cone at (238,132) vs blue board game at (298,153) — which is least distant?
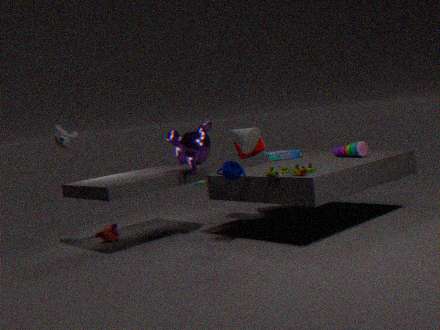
cone at (238,132)
